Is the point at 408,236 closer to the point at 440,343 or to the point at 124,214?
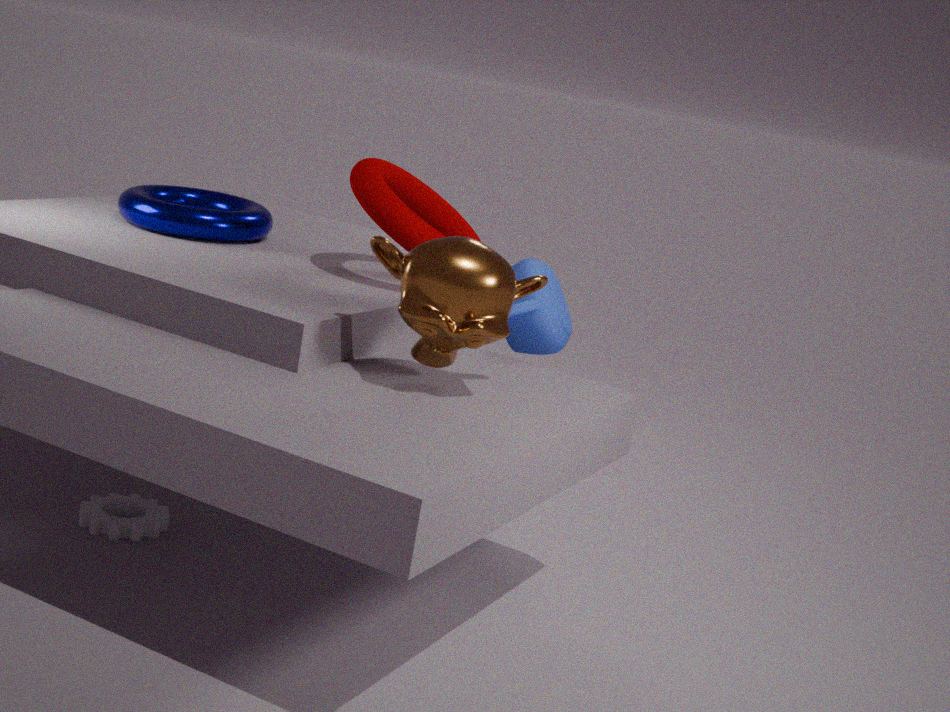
the point at 440,343
